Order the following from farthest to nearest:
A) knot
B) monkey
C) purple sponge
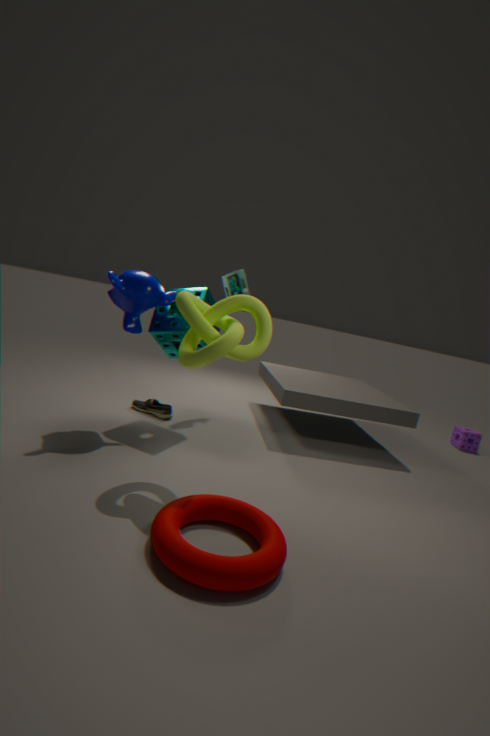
purple sponge < monkey < knot
